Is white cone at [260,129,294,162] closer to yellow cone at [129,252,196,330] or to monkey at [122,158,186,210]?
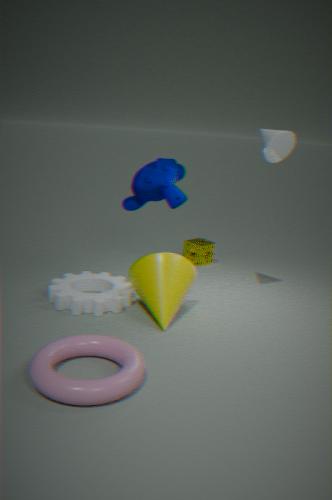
monkey at [122,158,186,210]
